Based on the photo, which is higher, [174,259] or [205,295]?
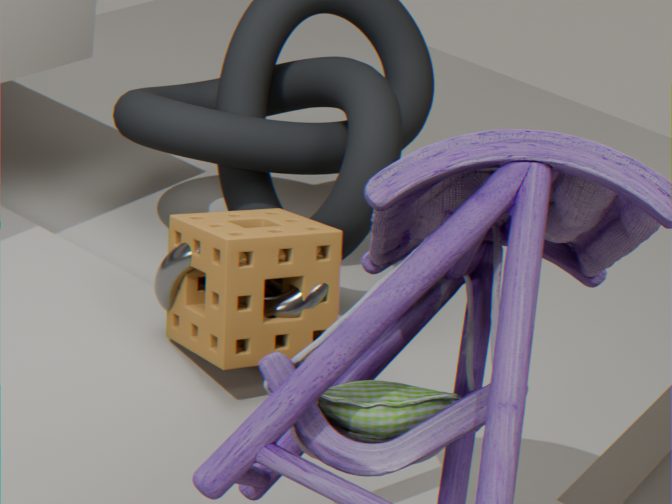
[205,295]
